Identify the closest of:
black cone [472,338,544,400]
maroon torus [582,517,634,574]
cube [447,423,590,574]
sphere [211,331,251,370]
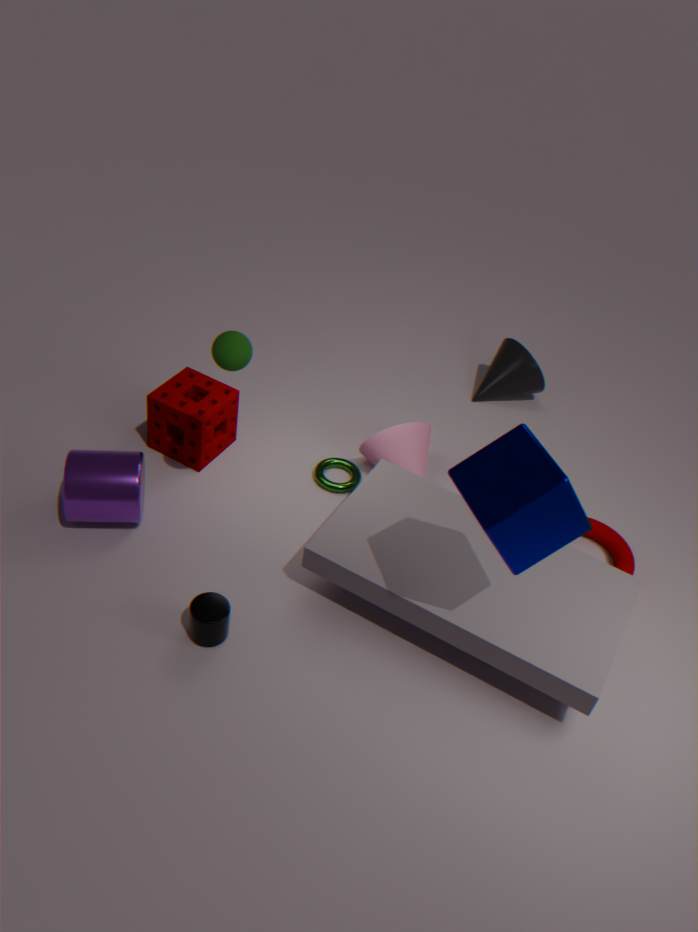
cube [447,423,590,574]
